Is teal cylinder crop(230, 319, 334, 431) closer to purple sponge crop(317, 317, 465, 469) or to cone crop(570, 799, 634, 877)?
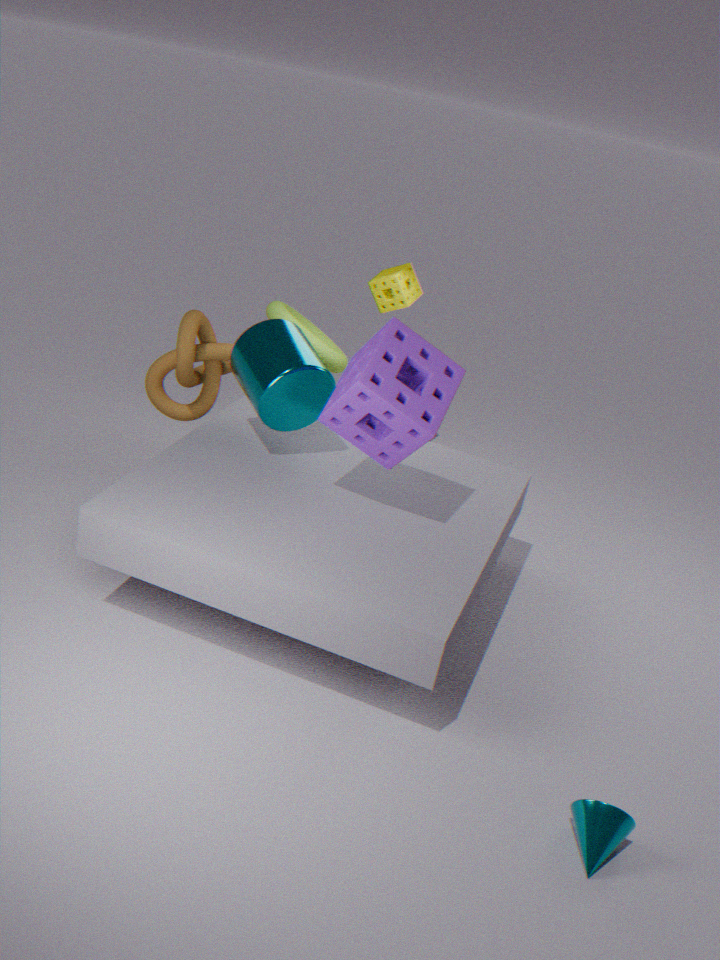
purple sponge crop(317, 317, 465, 469)
